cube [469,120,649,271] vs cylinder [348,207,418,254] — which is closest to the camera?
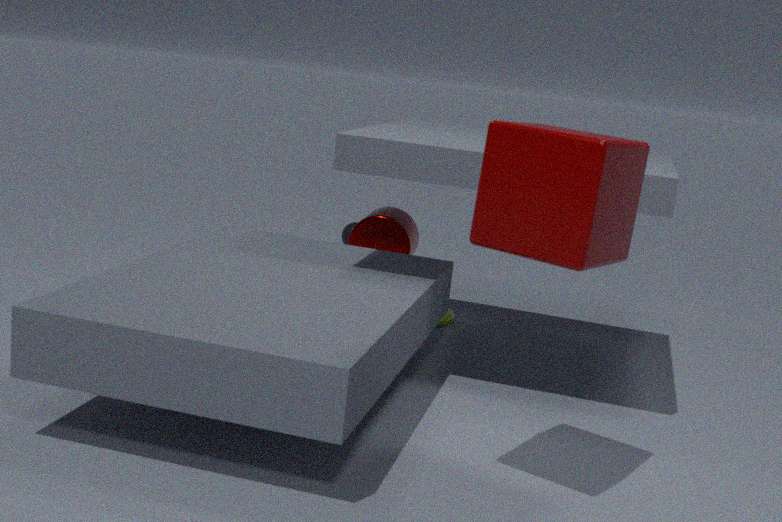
cube [469,120,649,271]
